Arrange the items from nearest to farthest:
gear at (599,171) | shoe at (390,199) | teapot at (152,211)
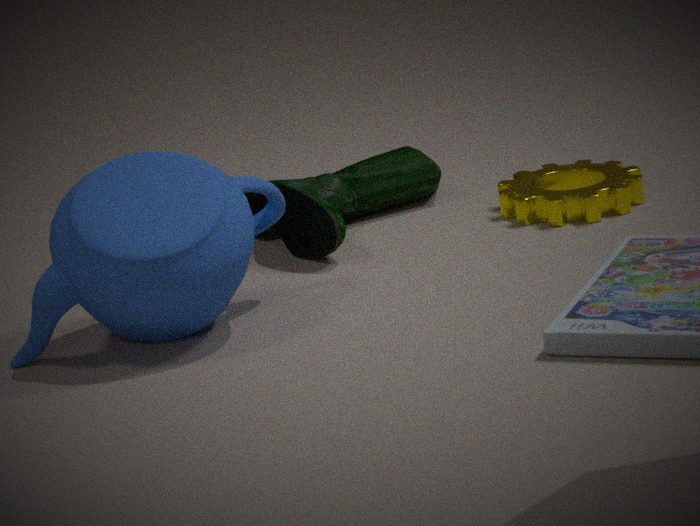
teapot at (152,211), shoe at (390,199), gear at (599,171)
